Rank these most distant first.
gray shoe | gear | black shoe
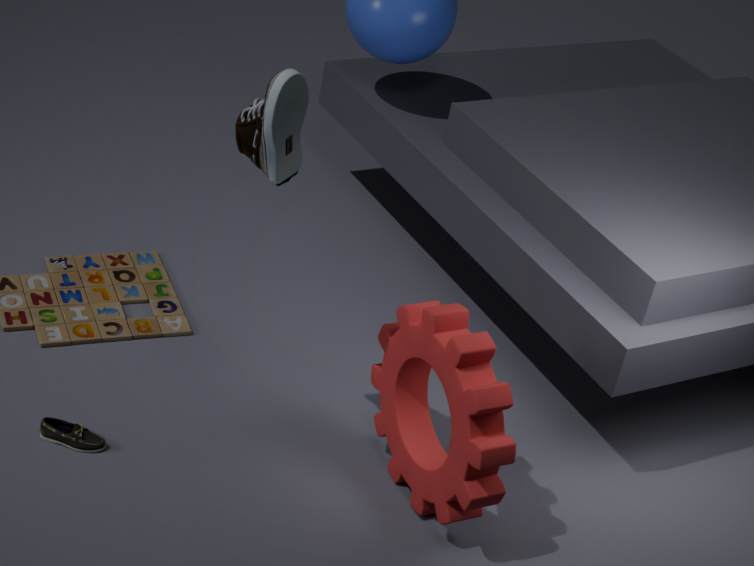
black shoe → gear → gray shoe
